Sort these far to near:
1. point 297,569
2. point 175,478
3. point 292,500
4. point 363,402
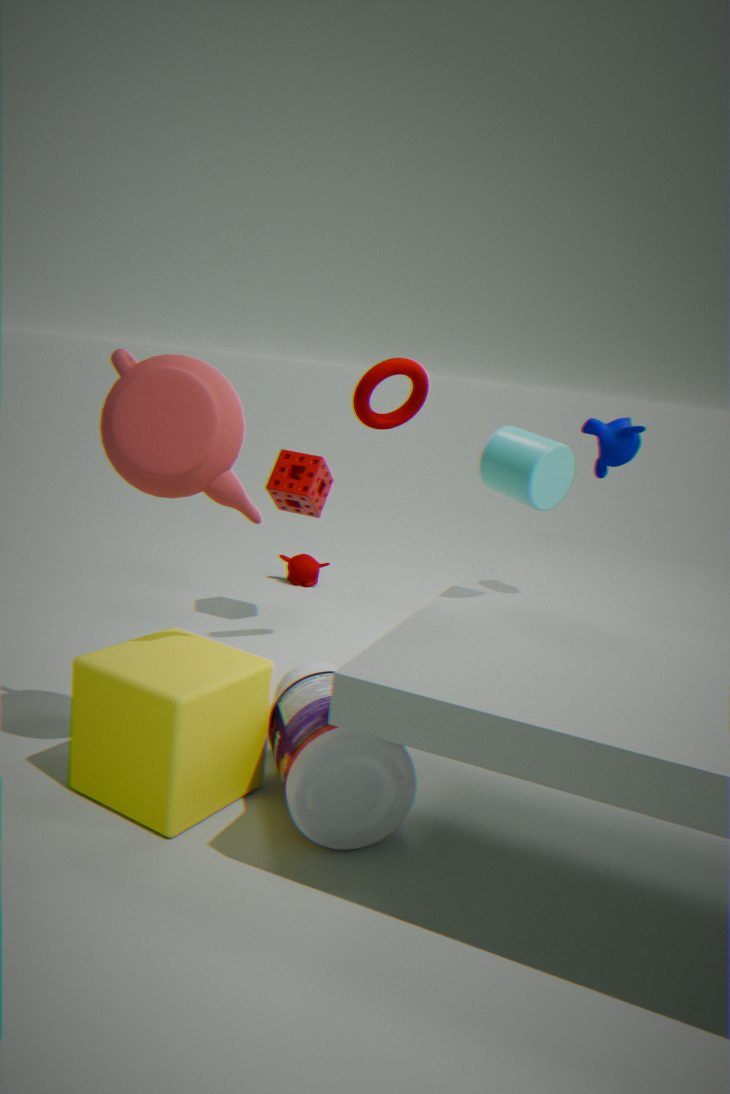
point 297,569 → point 292,500 → point 363,402 → point 175,478
